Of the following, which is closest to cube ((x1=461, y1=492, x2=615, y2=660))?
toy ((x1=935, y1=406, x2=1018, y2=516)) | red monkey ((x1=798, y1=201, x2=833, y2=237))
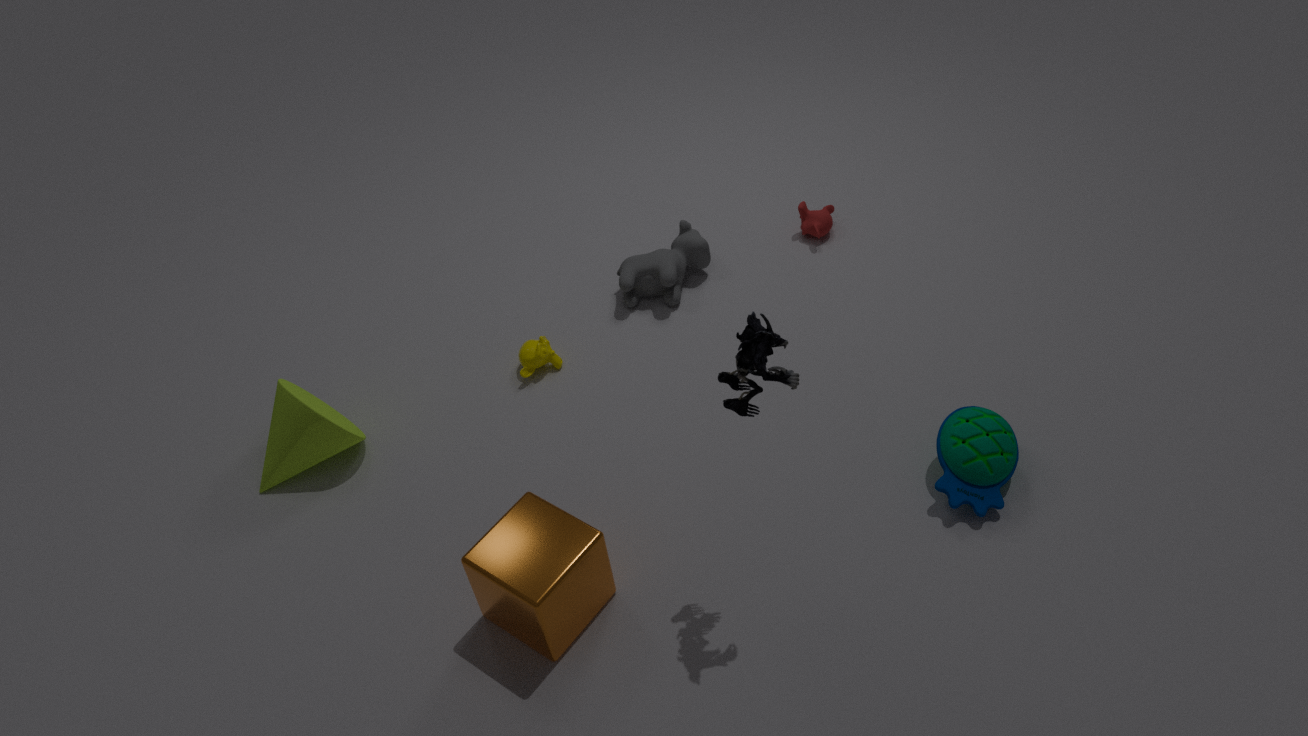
toy ((x1=935, y1=406, x2=1018, y2=516))
